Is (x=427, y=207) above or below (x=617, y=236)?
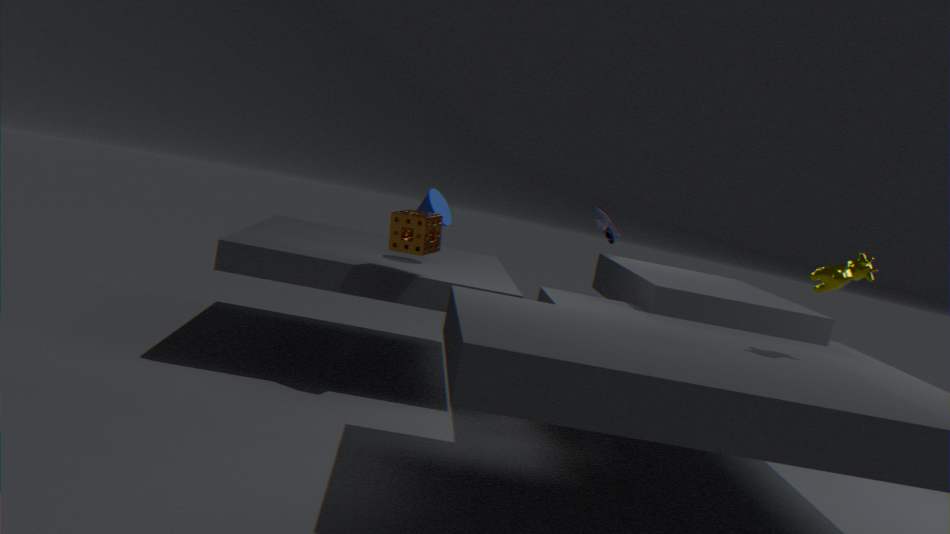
below
